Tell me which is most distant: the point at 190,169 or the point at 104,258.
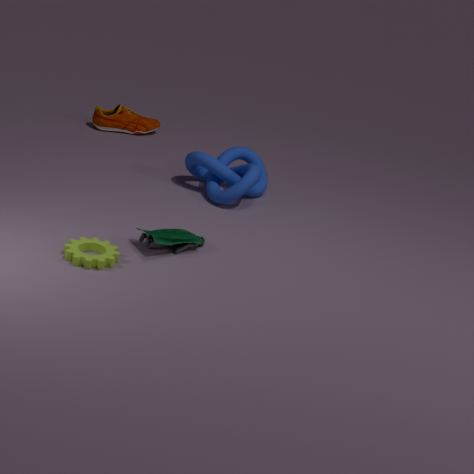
the point at 190,169
